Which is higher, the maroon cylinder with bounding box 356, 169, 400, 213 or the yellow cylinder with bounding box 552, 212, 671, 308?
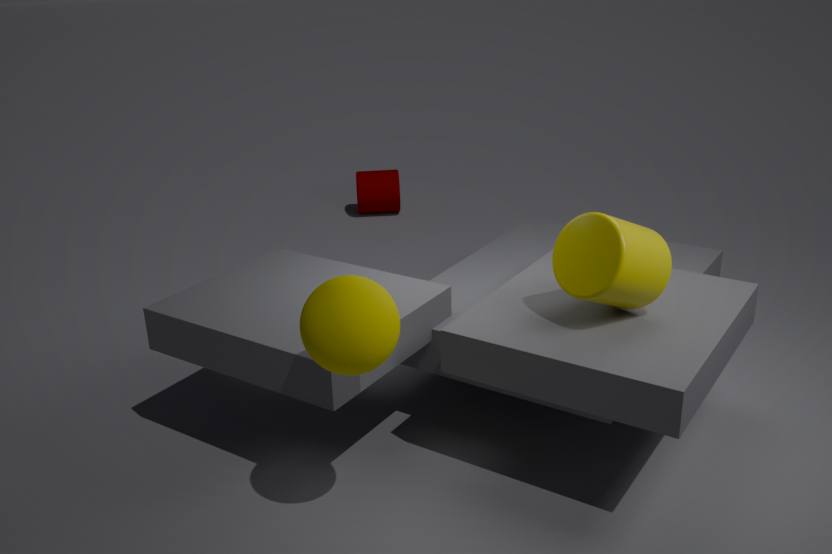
the yellow cylinder with bounding box 552, 212, 671, 308
